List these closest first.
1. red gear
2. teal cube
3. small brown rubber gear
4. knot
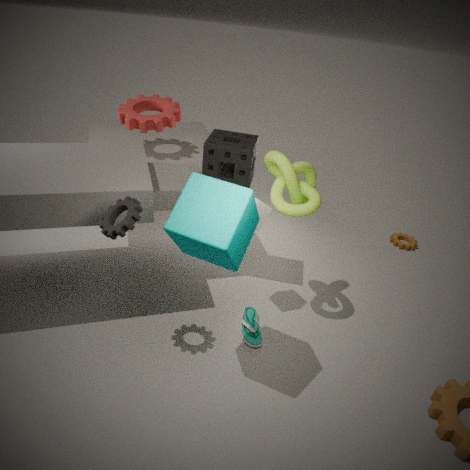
teal cube
knot
red gear
small brown rubber gear
